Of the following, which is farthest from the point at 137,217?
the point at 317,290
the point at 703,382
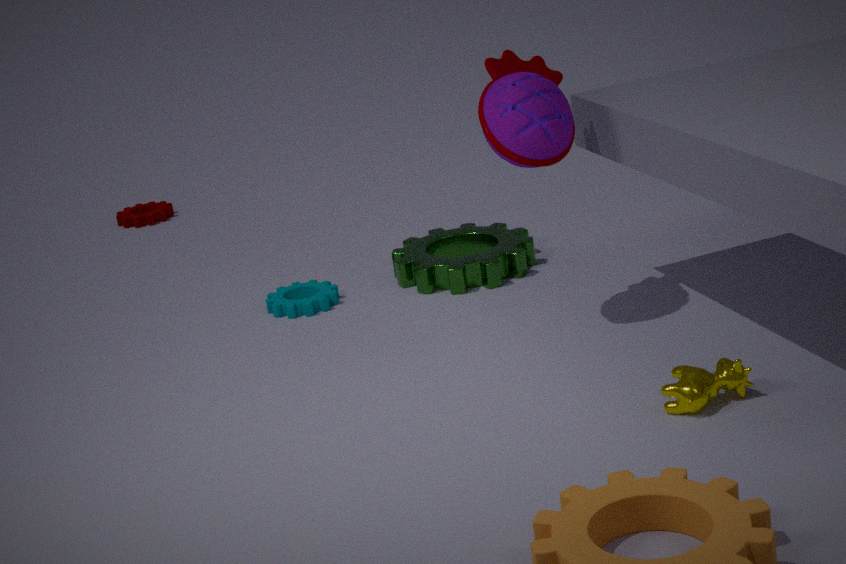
the point at 703,382
